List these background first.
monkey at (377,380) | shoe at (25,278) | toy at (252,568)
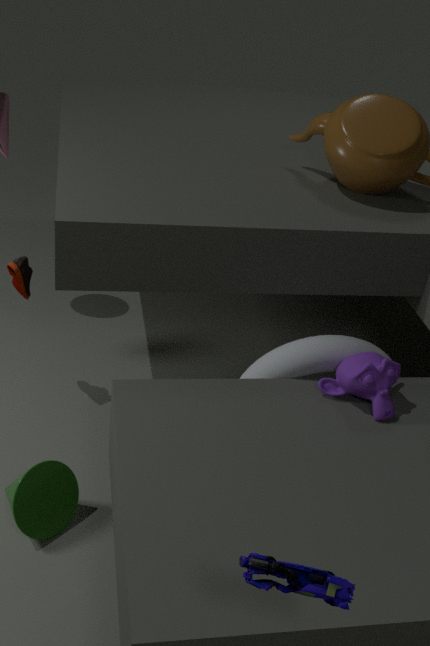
shoe at (25,278)
monkey at (377,380)
toy at (252,568)
